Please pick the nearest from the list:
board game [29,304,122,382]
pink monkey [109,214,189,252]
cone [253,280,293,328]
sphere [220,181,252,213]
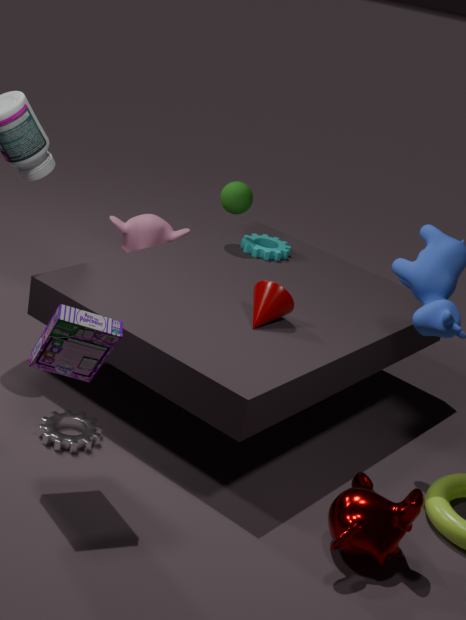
board game [29,304,122,382]
